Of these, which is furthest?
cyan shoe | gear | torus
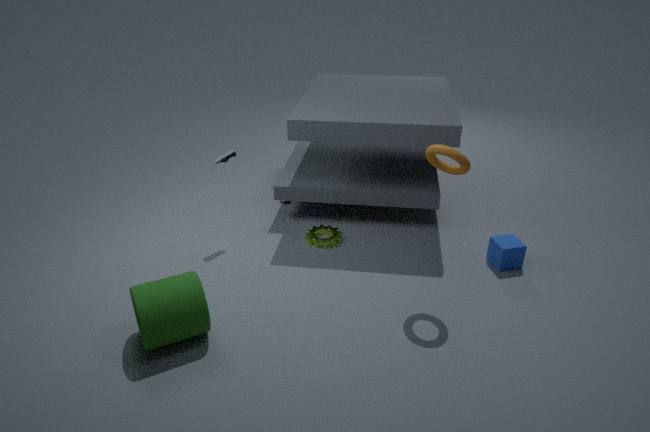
gear
